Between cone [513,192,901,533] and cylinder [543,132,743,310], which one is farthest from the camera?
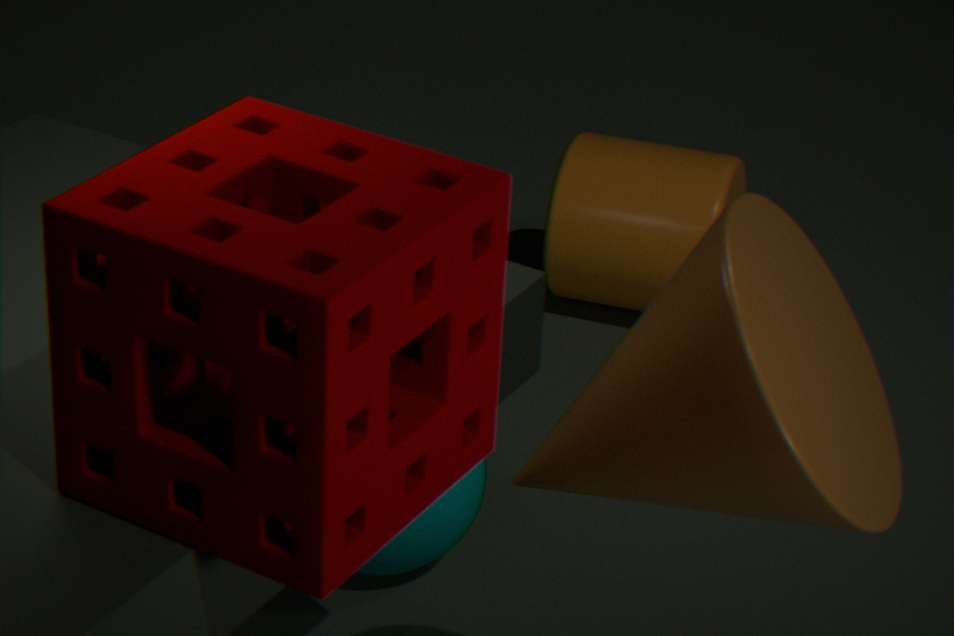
cylinder [543,132,743,310]
